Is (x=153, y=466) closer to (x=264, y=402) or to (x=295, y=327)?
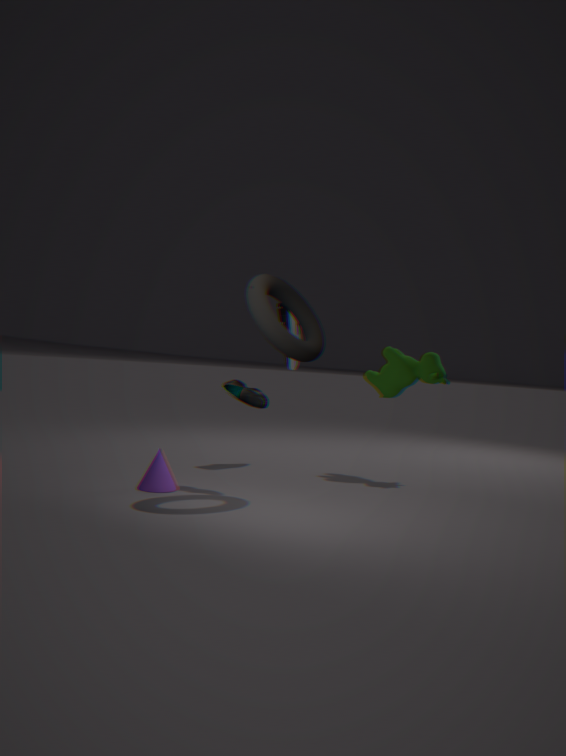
(x=264, y=402)
